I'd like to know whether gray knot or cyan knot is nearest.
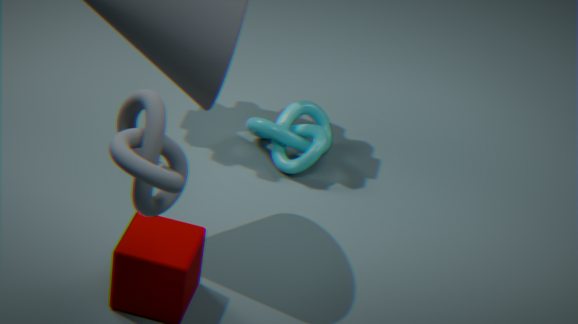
gray knot
